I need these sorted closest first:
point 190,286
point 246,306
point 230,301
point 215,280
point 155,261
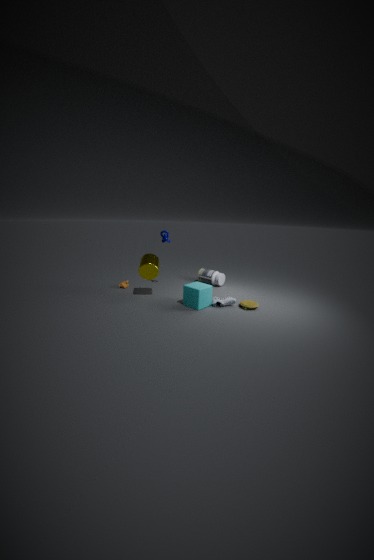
point 190,286, point 246,306, point 230,301, point 155,261, point 215,280
